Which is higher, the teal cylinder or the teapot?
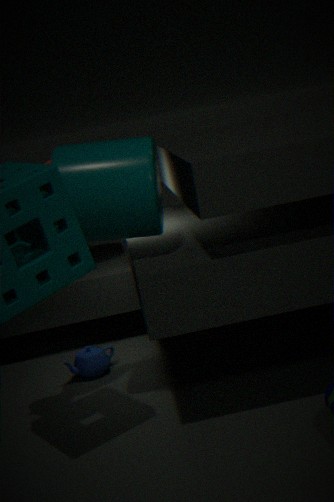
the teal cylinder
